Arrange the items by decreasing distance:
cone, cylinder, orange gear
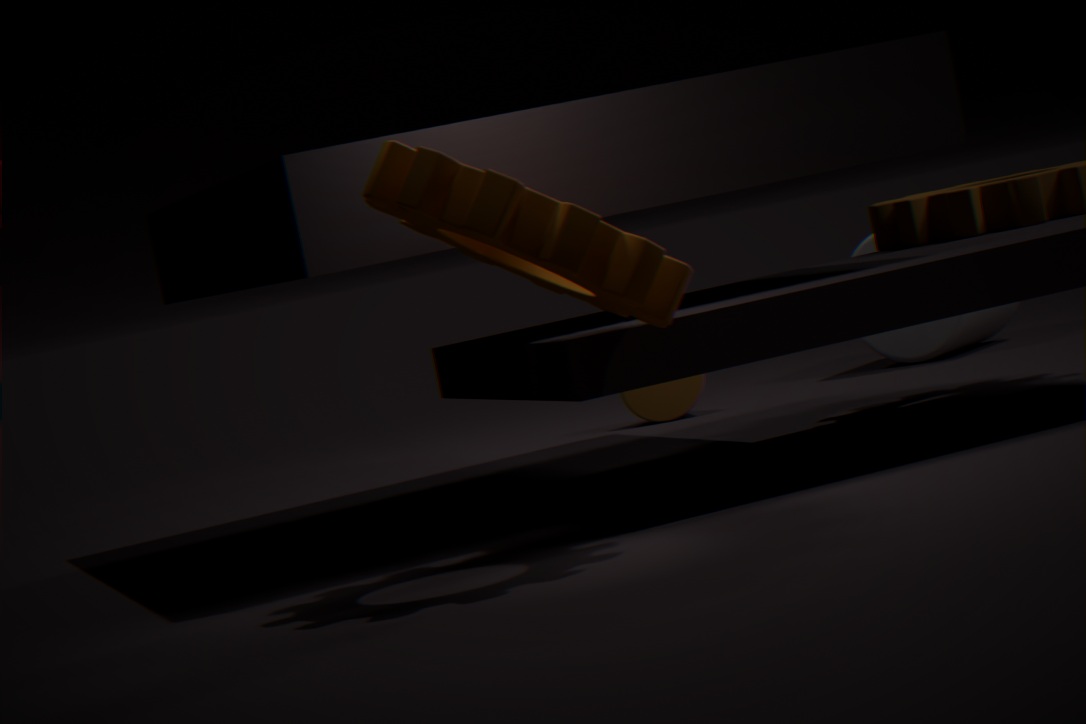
cylinder, cone, orange gear
